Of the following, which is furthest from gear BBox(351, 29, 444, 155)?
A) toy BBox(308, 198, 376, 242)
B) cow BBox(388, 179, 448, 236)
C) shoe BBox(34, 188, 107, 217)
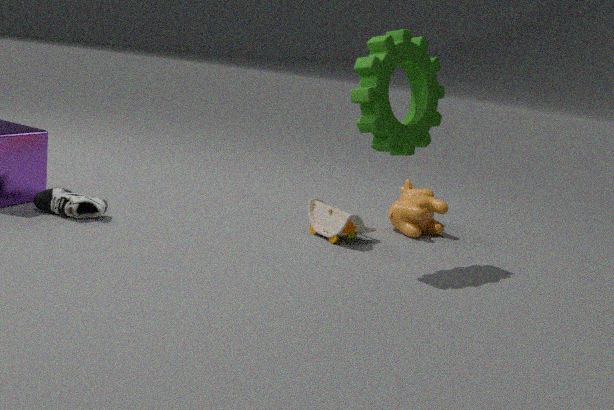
shoe BBox(34, 188, 107, 217)
